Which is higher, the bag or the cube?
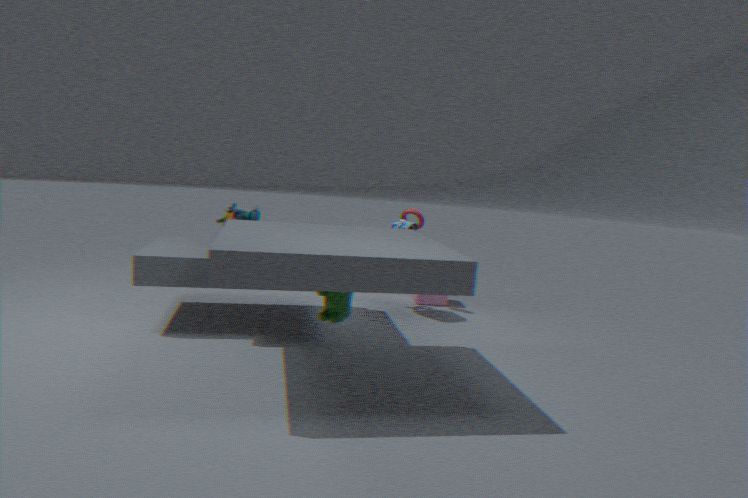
the bag
